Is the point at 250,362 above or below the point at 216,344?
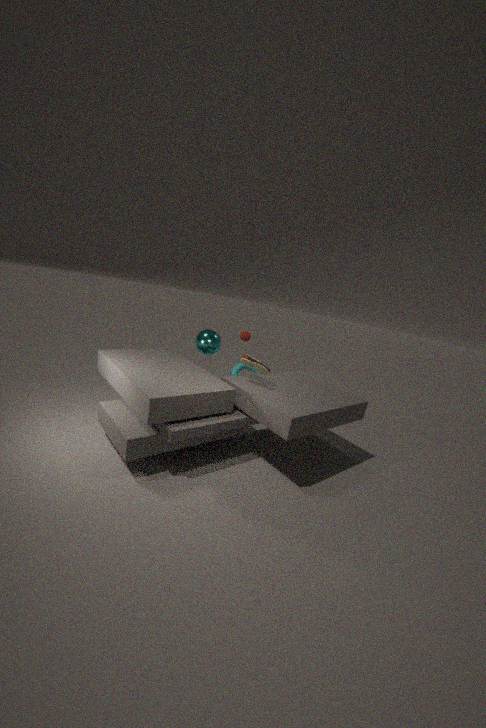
above
